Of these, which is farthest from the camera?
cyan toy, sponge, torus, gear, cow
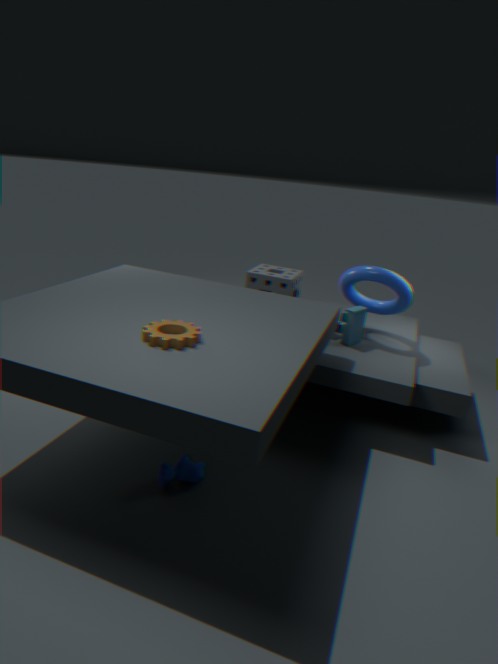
sponge
